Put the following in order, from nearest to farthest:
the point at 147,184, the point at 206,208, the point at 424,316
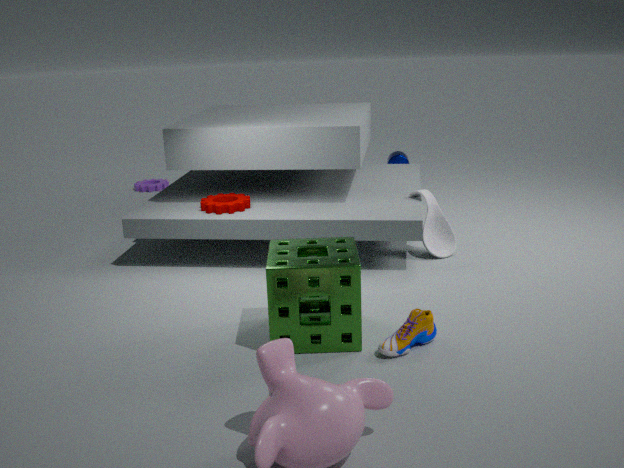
1. the point at 424,316
2. the point at 206,208
3. the point at 147,184
